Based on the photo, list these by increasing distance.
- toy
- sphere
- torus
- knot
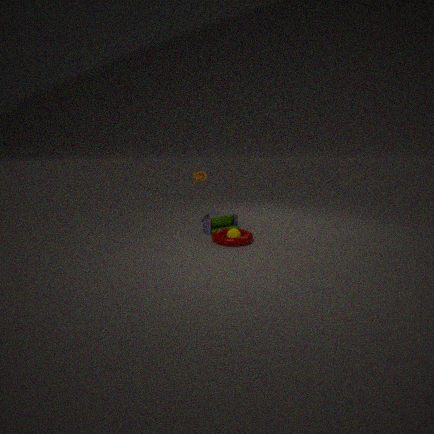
1. torus
2. sphere
3. toy
4. knot
